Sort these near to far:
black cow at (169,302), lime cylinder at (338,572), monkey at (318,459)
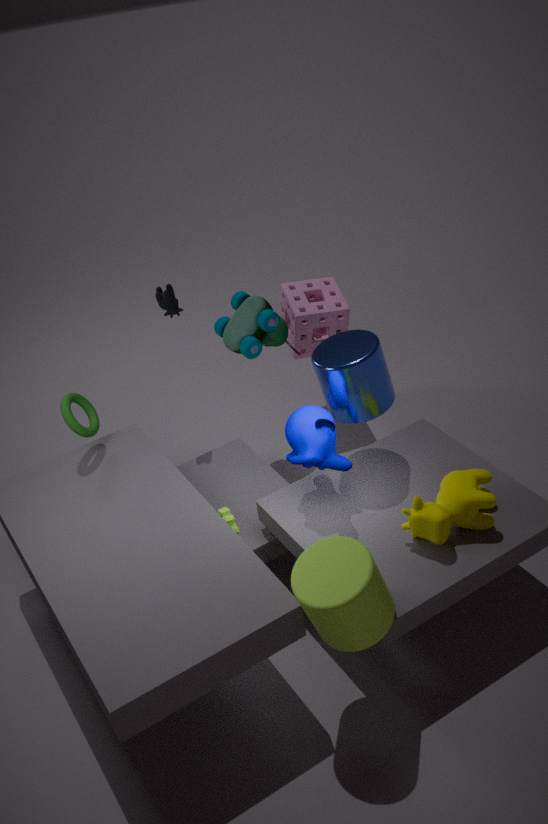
lime cylinder at (338,572) → monkey at (318,459) → black cow at (169,302)
